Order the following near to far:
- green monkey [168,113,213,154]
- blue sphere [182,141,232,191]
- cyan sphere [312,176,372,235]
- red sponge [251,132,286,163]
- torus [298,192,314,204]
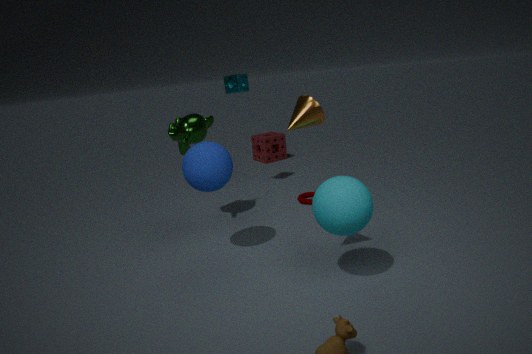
cyan sphere [312,176,372,235]
blue sphere [182,141,232,191]
green monkey [168,113,213,154]
torus [298,192,314,204]
red sponge [251,132,286,163]
